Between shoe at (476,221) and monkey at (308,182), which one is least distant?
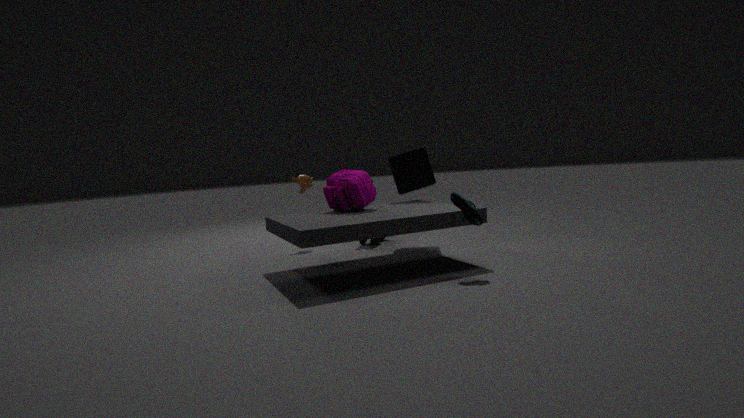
shoe at (476,221)
